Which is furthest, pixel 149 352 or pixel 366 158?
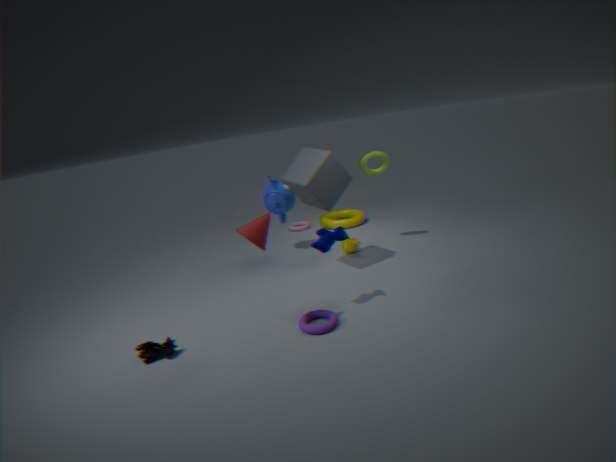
pixel 366 158
